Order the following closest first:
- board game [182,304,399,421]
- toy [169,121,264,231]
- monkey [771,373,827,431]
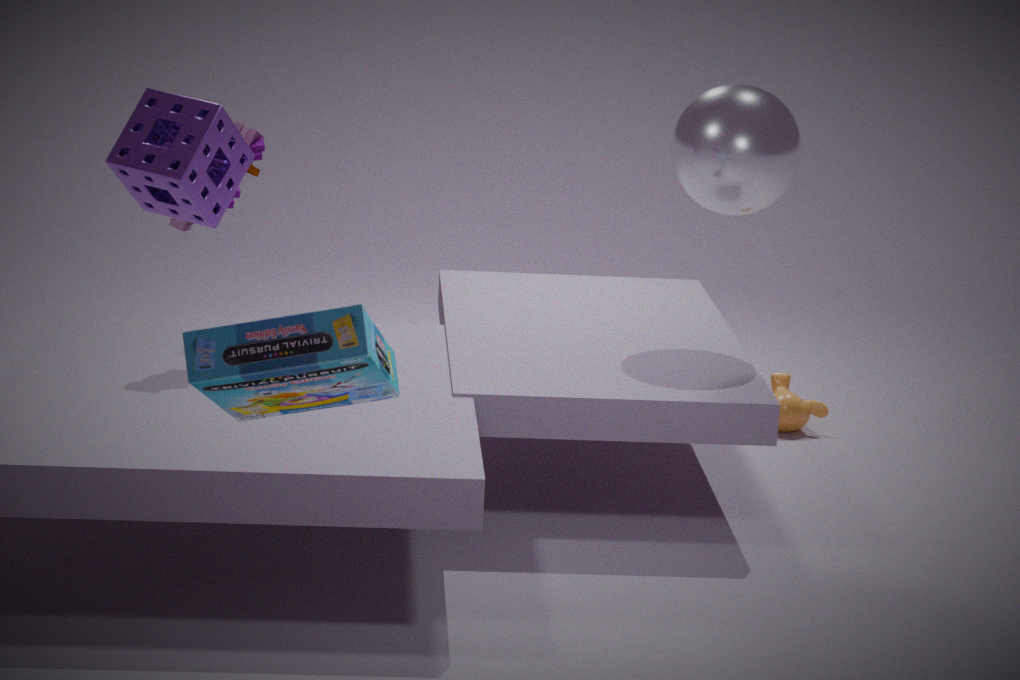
board game [182,304,399,421] < toy [169,121,264,231] < monkey [771,373,827,431]
